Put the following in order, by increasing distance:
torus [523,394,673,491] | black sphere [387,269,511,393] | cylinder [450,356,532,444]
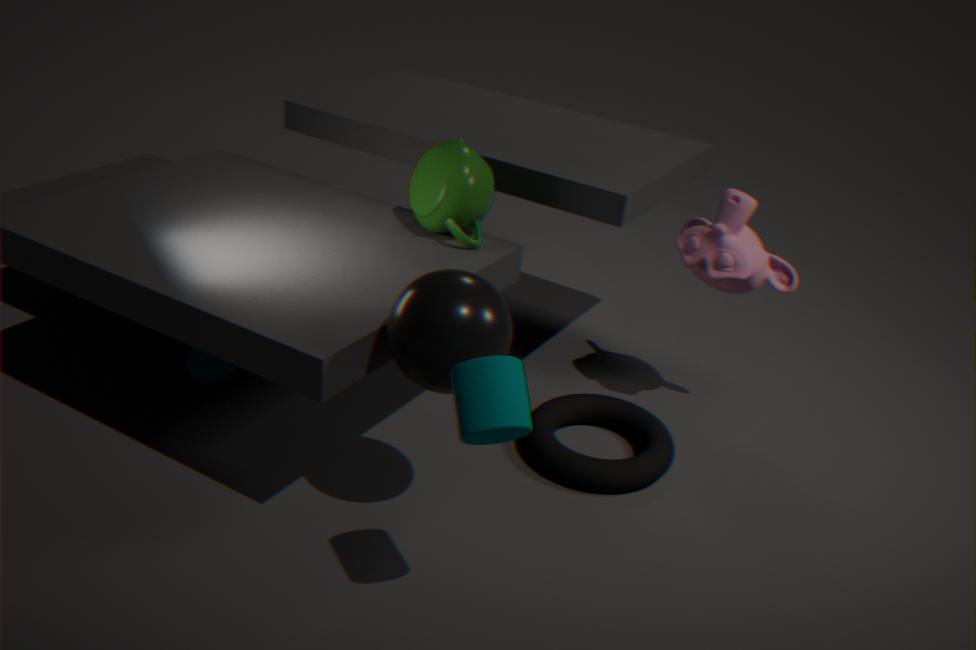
cylinder [450,356,532,444], black sphere [387,269,511,393], torus [523,394,673,491]
